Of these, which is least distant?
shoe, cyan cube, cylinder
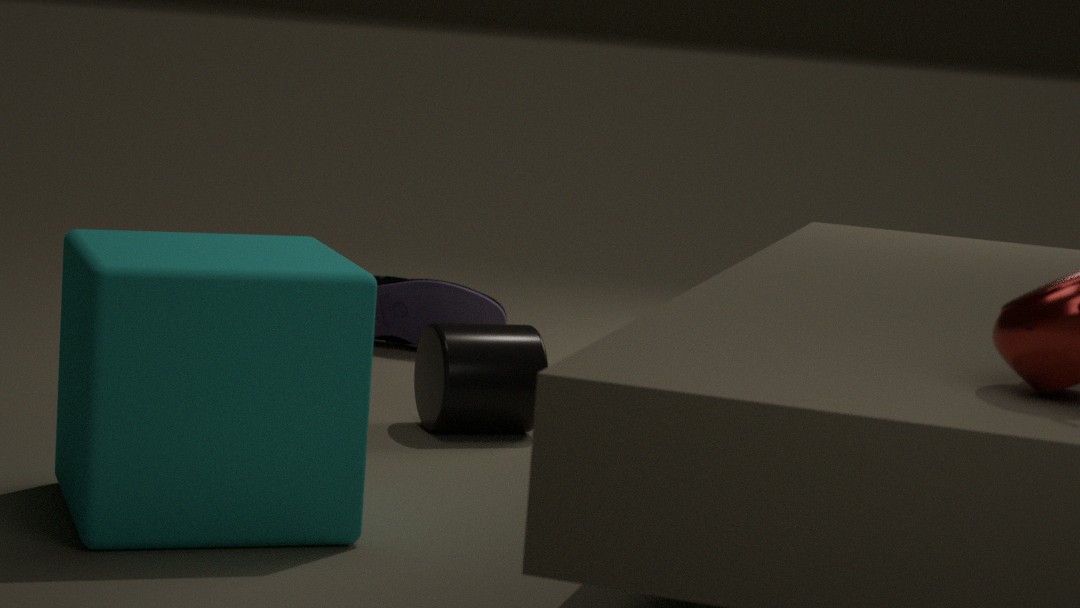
cyan cube
